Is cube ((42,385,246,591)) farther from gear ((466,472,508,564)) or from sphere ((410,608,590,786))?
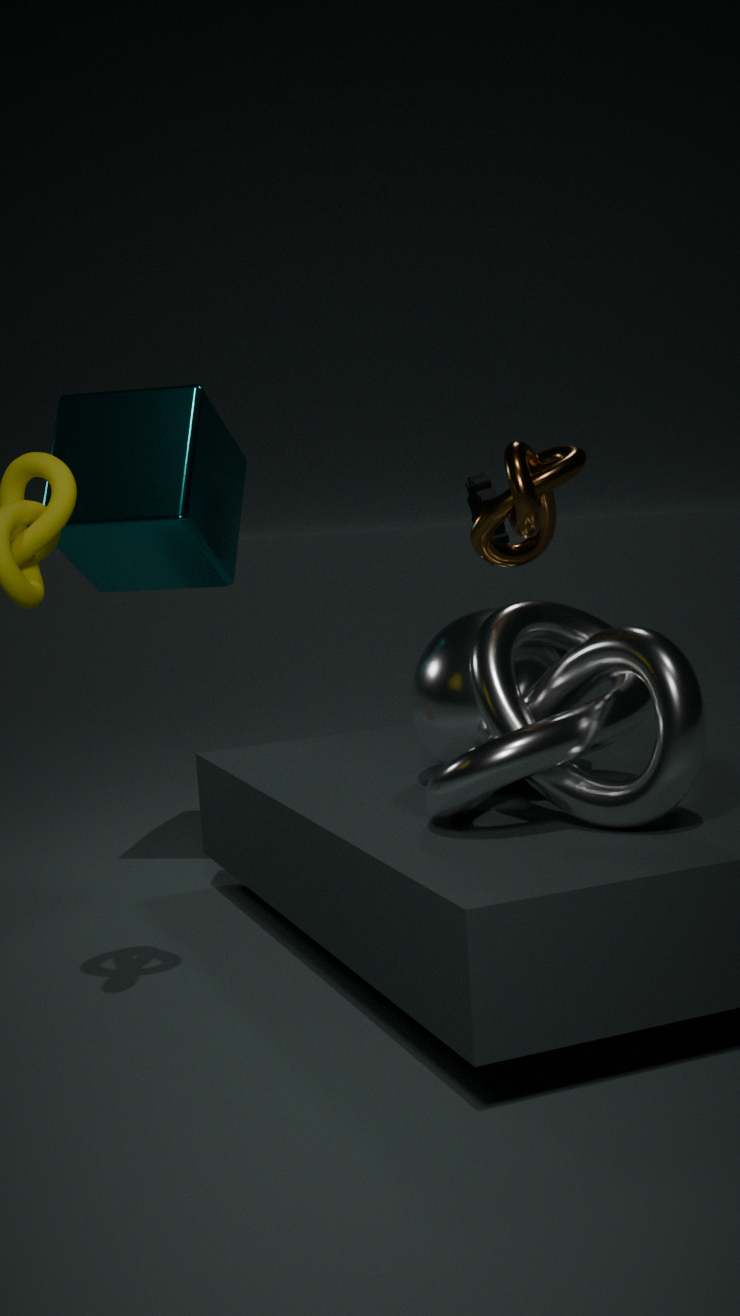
gear ((466,472,508,564))
